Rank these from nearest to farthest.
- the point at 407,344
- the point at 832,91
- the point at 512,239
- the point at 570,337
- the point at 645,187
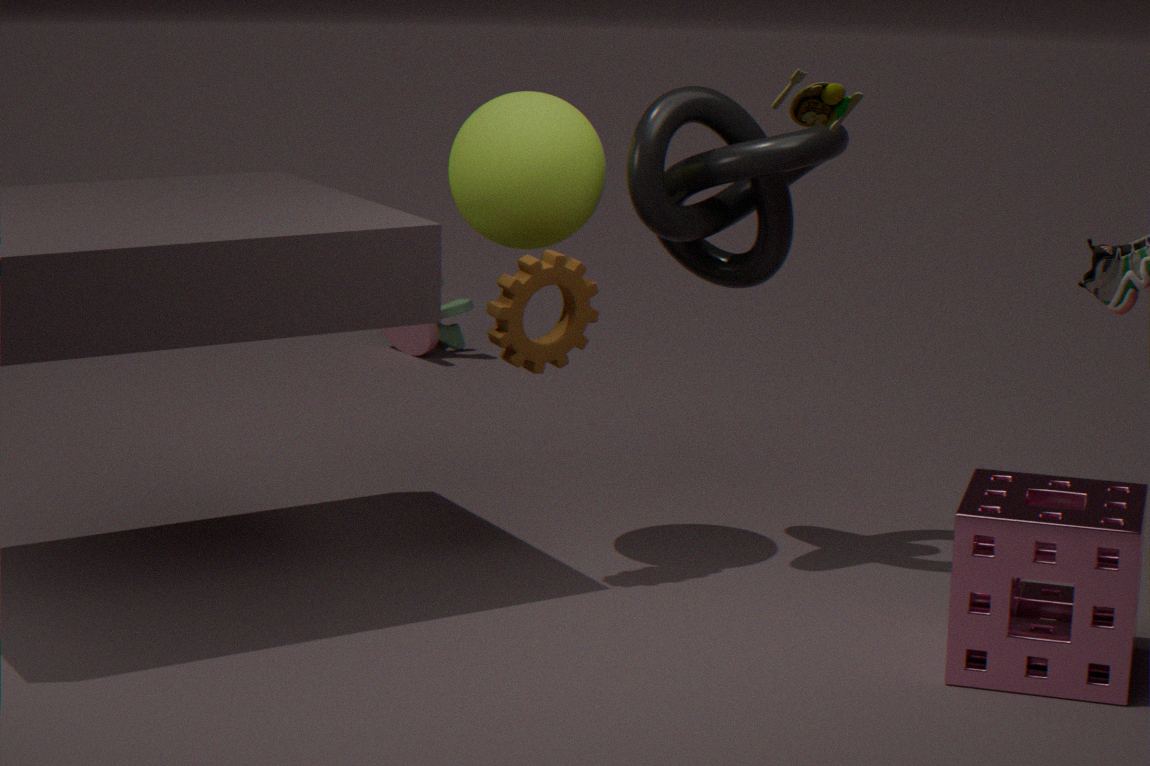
the point at 832,91 < the point at 645,187 < the point at 570,337 < the point at 512,239 < the point at 407,344
